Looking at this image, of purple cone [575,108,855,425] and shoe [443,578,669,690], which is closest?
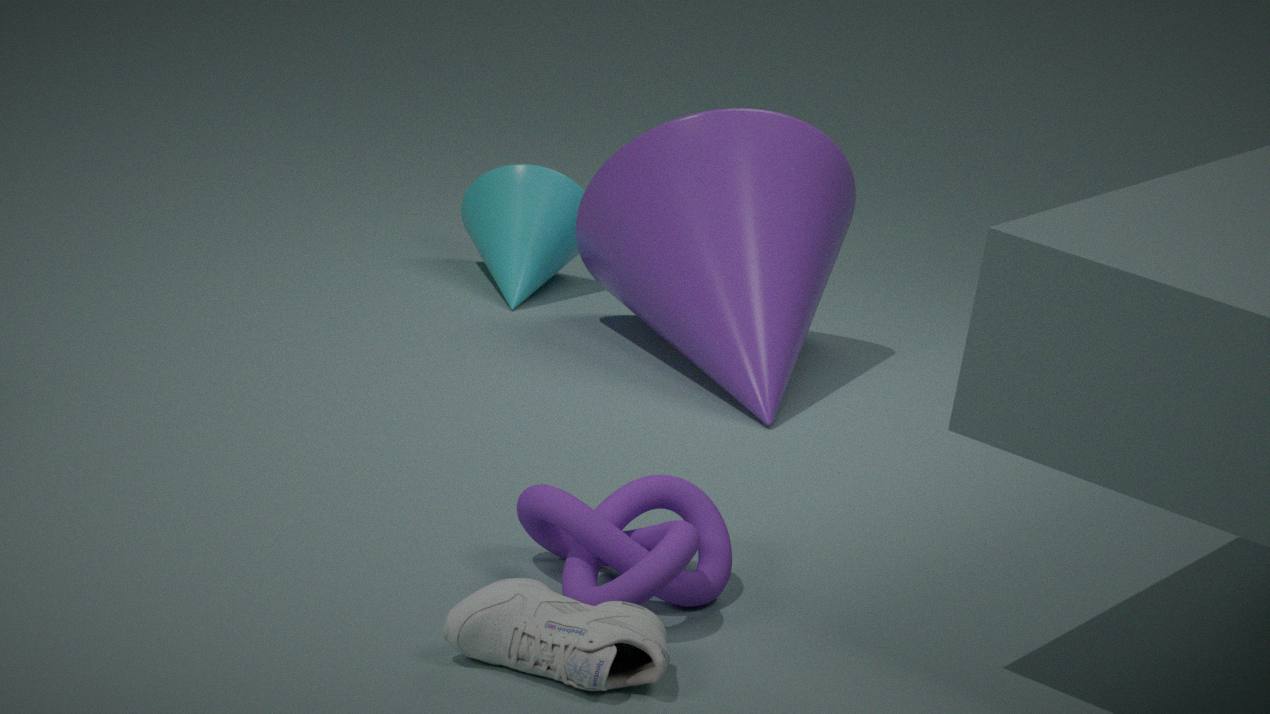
shoe [443,578,669,690]
